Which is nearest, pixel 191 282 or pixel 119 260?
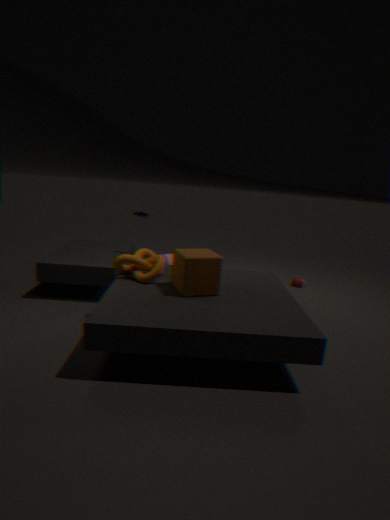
pixel 191 282
